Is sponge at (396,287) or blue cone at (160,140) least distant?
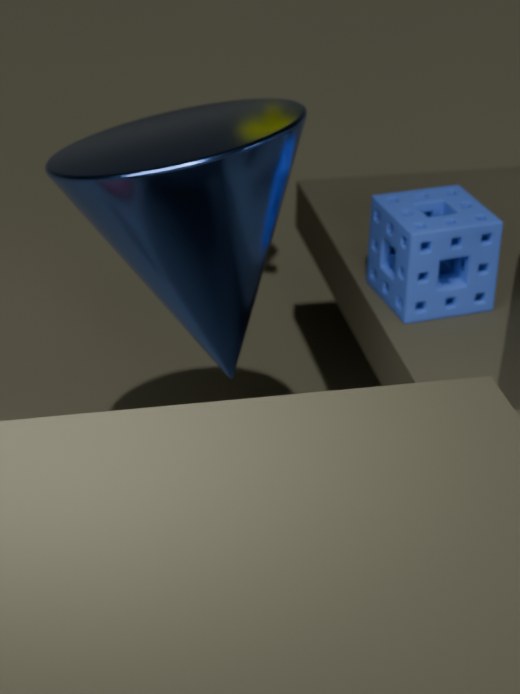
blue cone at (160,140)
